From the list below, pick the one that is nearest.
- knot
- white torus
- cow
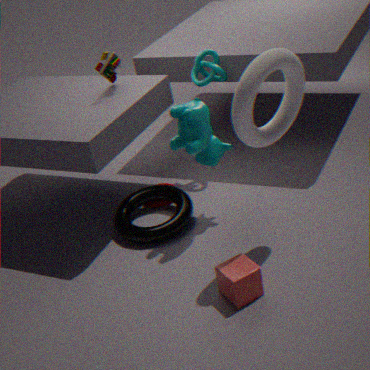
white torus
